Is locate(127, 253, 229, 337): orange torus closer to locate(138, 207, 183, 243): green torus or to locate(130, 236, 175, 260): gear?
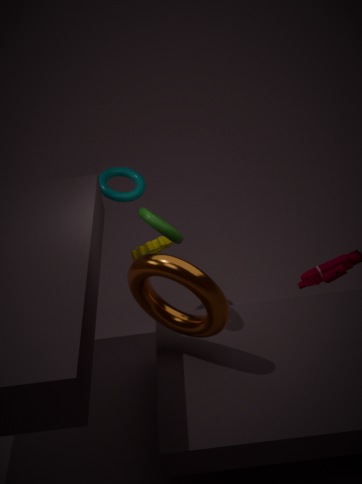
locate(138, 207, 183, 243): green torus
